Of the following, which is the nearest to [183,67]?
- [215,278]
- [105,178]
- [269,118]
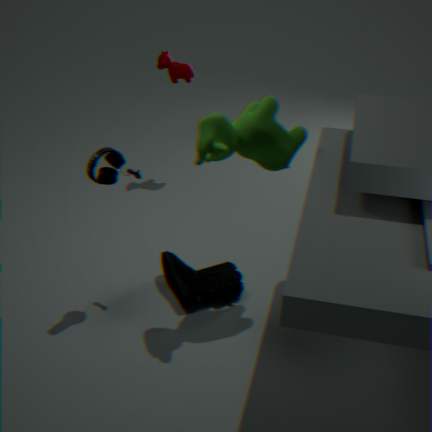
[105,178]
